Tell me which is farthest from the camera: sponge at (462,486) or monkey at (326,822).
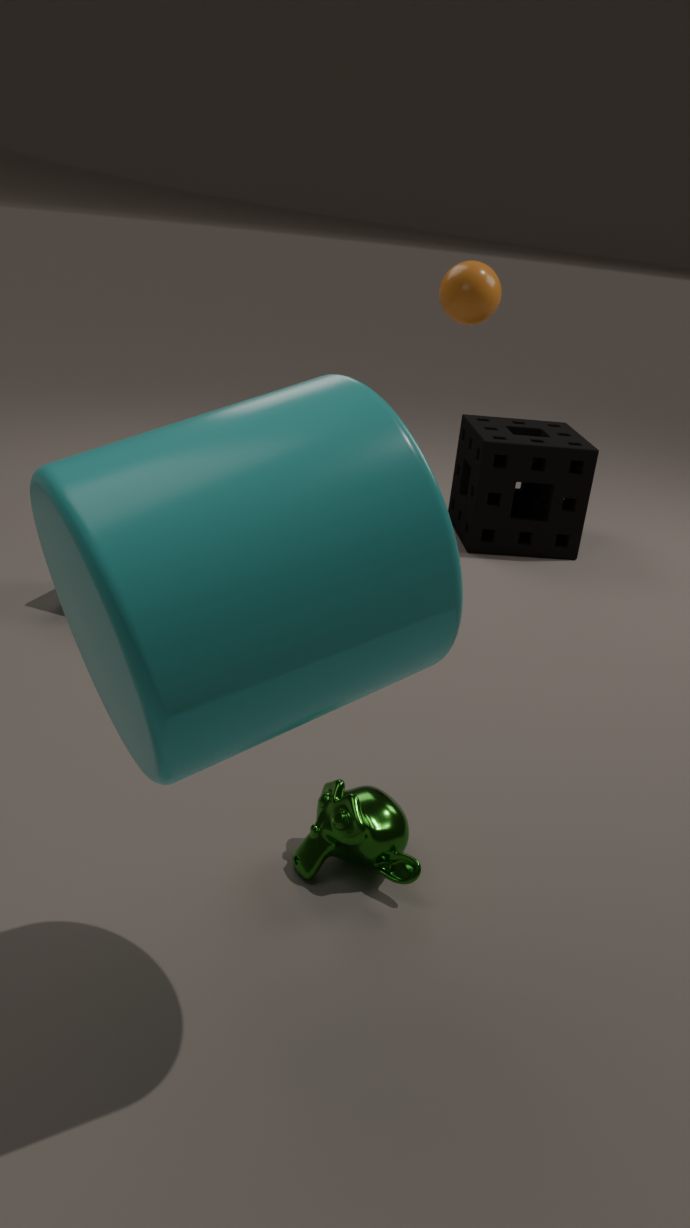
sponge at (462,486)
